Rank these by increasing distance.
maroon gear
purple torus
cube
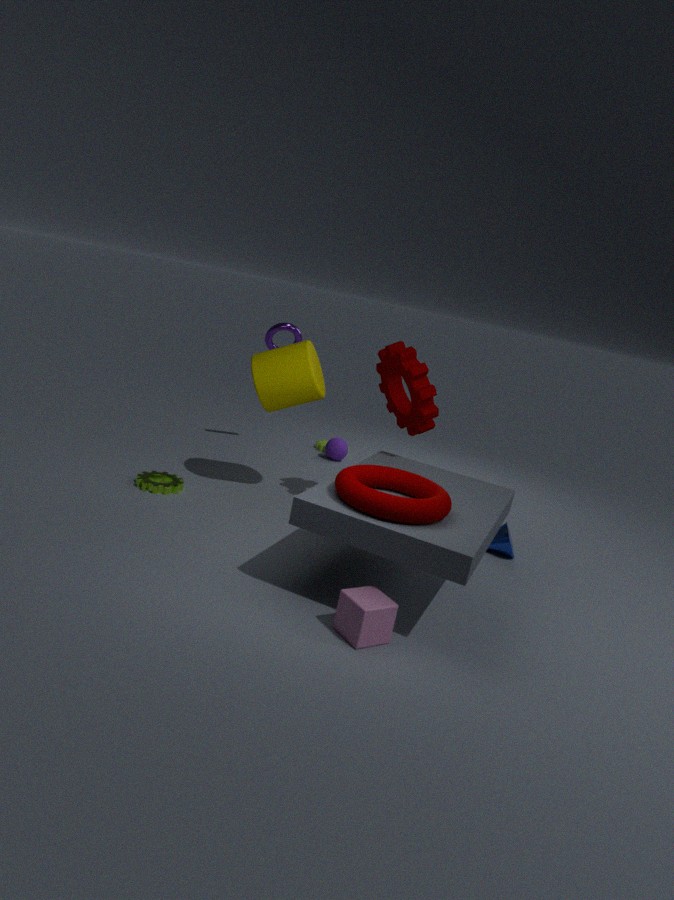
1. cube
2. maroon gear
3. purple torus
